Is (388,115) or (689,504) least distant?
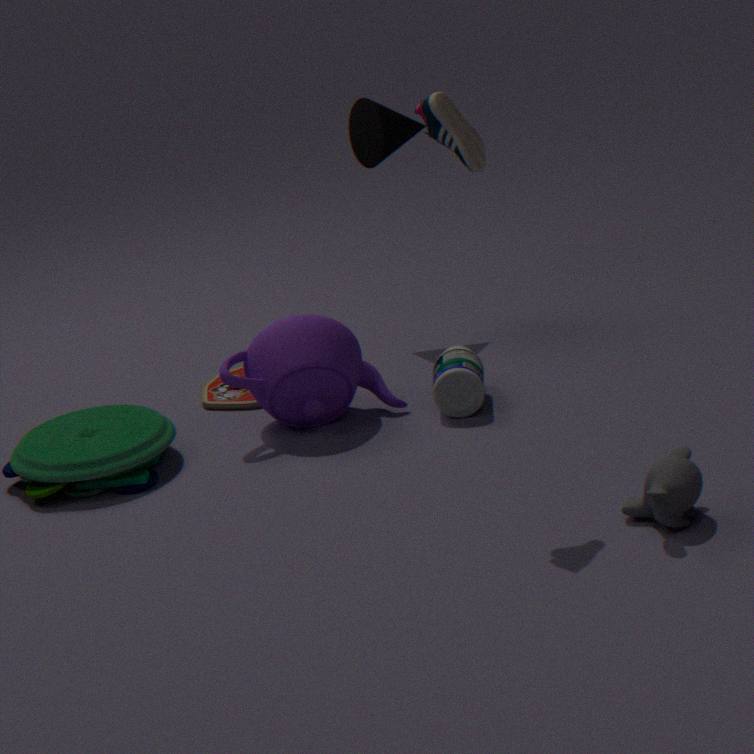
(689,504)
